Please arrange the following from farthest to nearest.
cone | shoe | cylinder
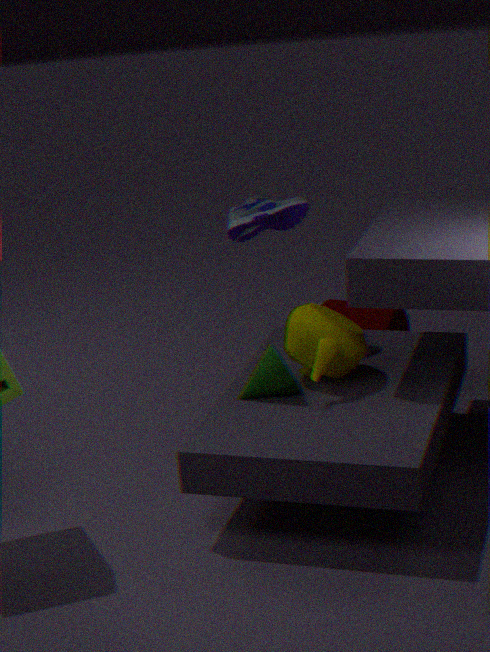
cylinder → shoe → cone
